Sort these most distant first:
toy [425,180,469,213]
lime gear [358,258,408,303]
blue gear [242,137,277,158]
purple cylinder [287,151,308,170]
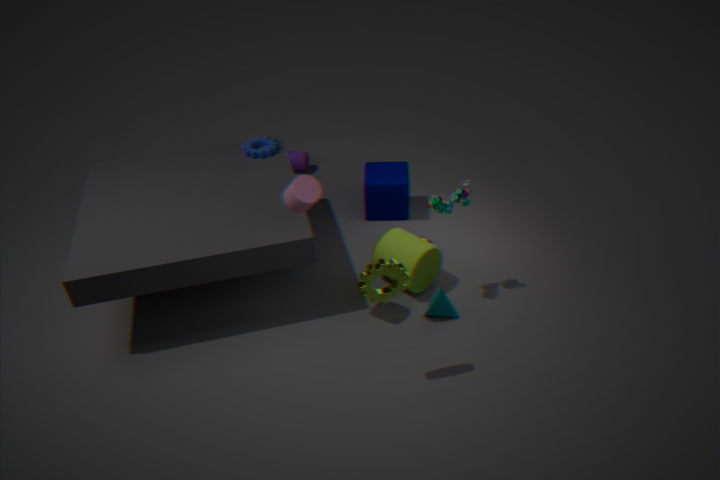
purple cylinder [287,151,308,170] → blue gear [242,137,277,158] → toy [425,180,469,213] → lime gear [358,258,408,303]
